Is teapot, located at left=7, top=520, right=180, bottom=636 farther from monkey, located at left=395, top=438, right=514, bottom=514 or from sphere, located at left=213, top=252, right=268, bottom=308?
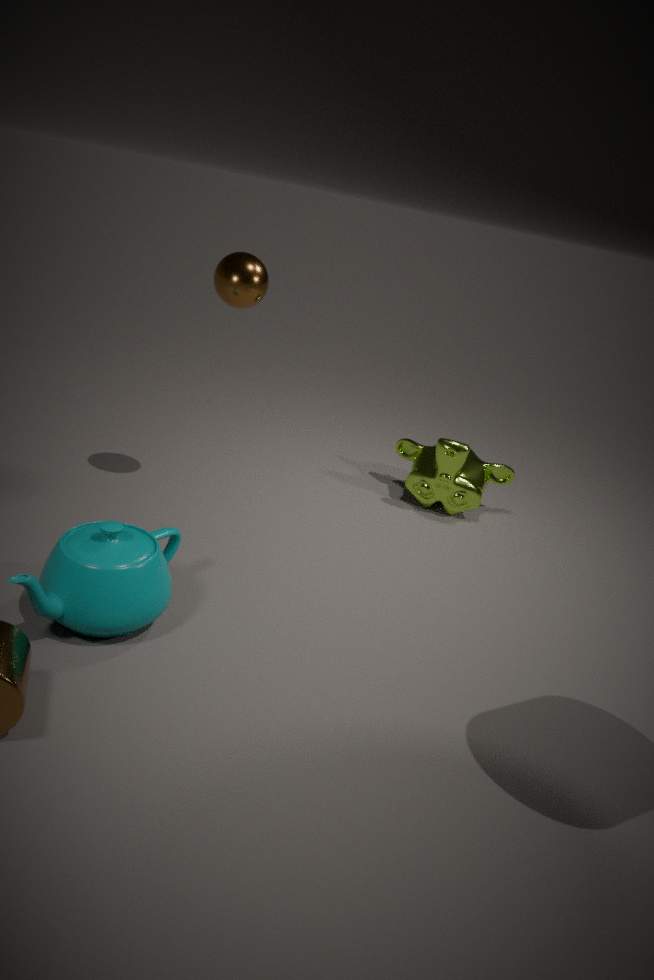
monkey, located at left=395, top=438, right=514, bottom=514
